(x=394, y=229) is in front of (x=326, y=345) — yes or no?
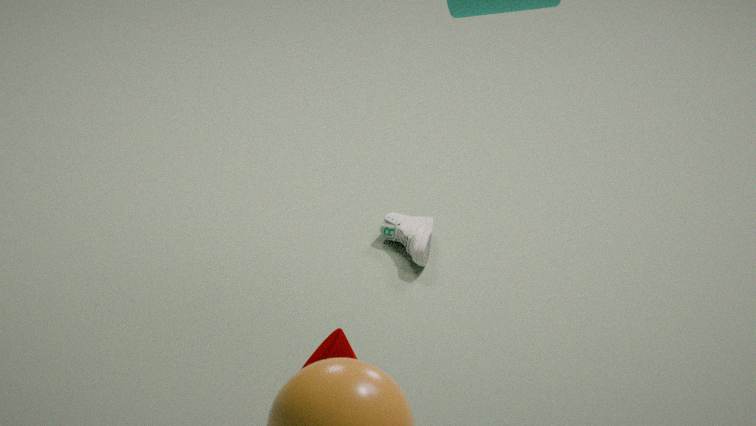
No
